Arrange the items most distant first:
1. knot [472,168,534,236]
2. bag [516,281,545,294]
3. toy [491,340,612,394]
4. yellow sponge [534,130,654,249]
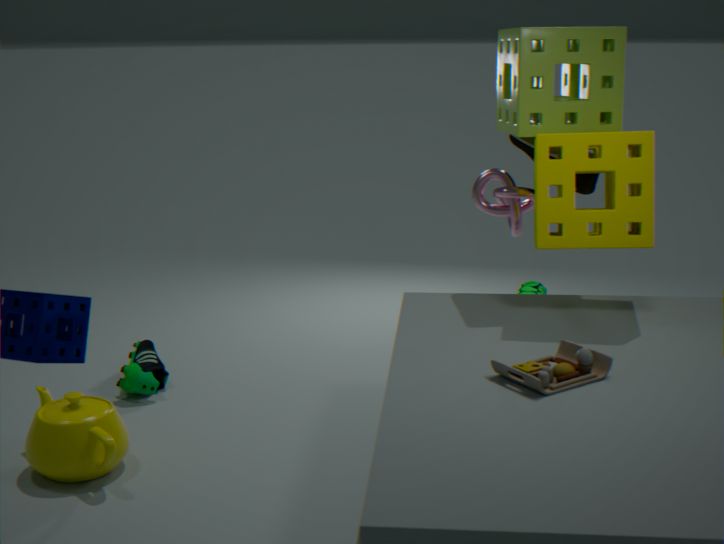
bag [516,281,545,294] → knot [472,168,534,236] → yellow sponge [534,130,654,249] → toy [491,340,612,394]
